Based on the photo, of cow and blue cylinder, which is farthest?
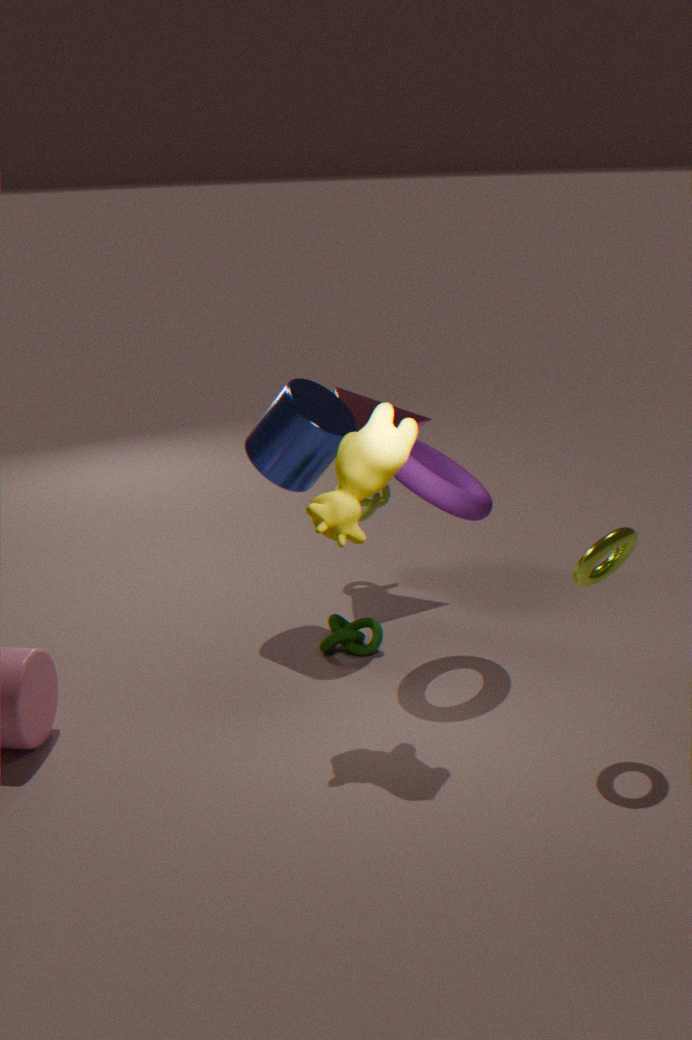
blue cylinder
